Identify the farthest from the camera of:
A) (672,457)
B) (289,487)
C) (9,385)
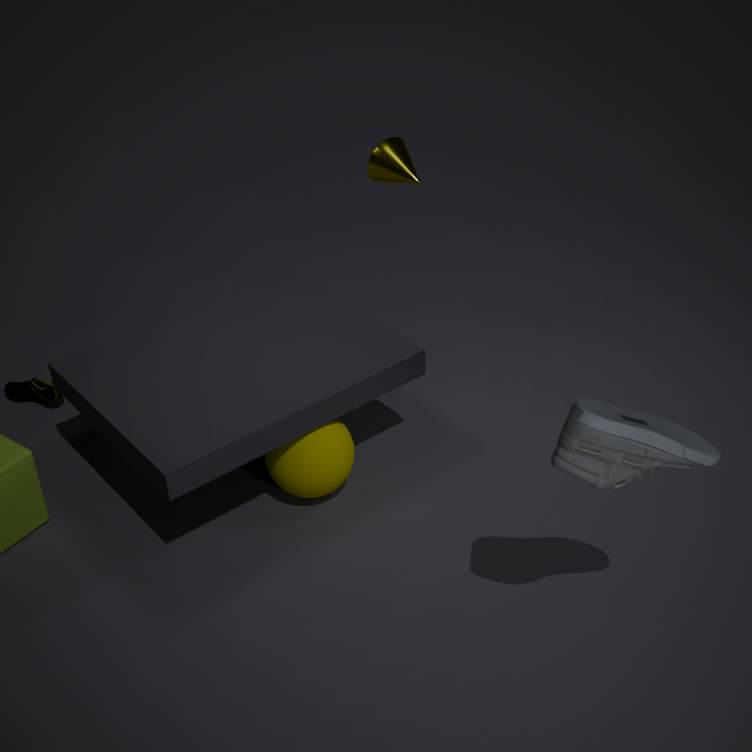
(9,385)
